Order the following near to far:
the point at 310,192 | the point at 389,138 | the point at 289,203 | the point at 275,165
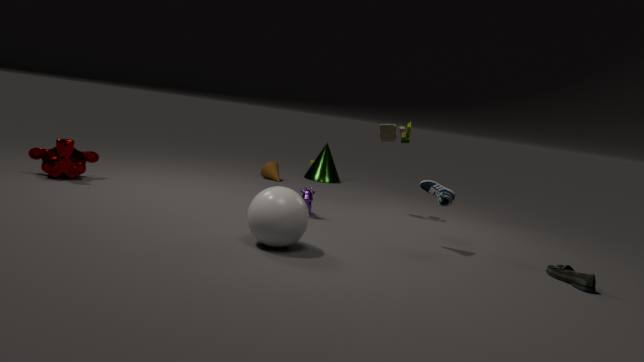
the point at 289,203, the point at 310,192, the point at 389,138, the point at 275,165
